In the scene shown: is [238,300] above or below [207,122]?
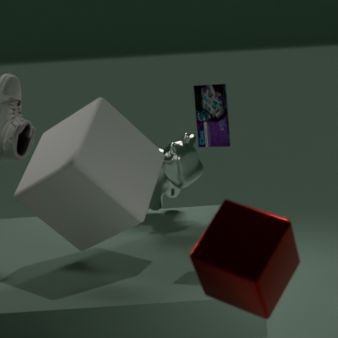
below
